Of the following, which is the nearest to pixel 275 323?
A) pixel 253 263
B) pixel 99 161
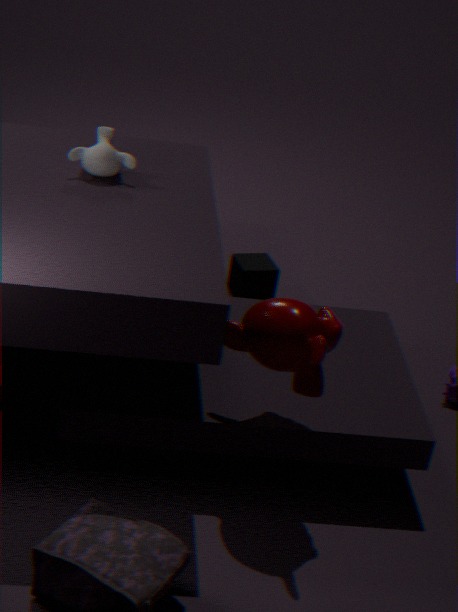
pixel 99 161
